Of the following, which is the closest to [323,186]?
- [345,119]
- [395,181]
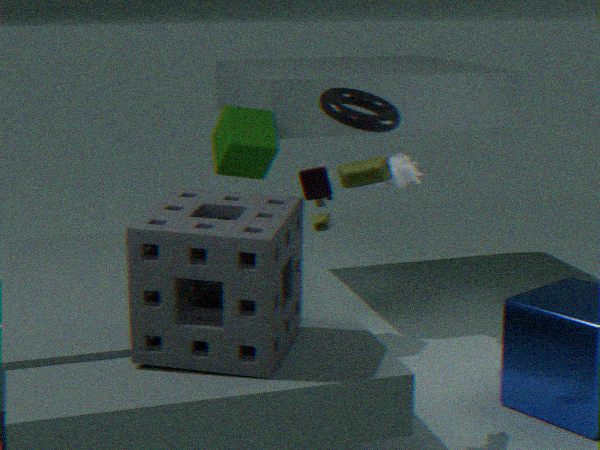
[345,119]
